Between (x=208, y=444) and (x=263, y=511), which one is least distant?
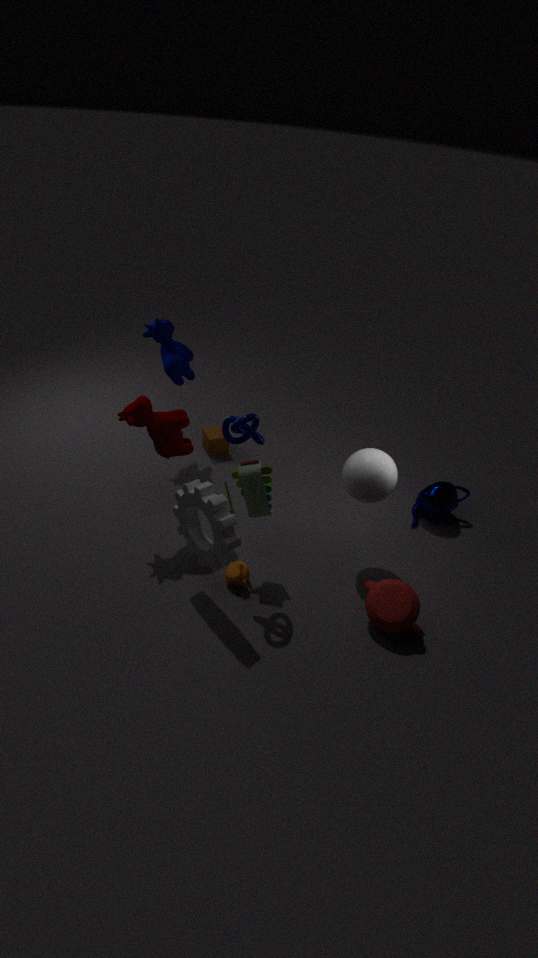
(x=263, y=511)
